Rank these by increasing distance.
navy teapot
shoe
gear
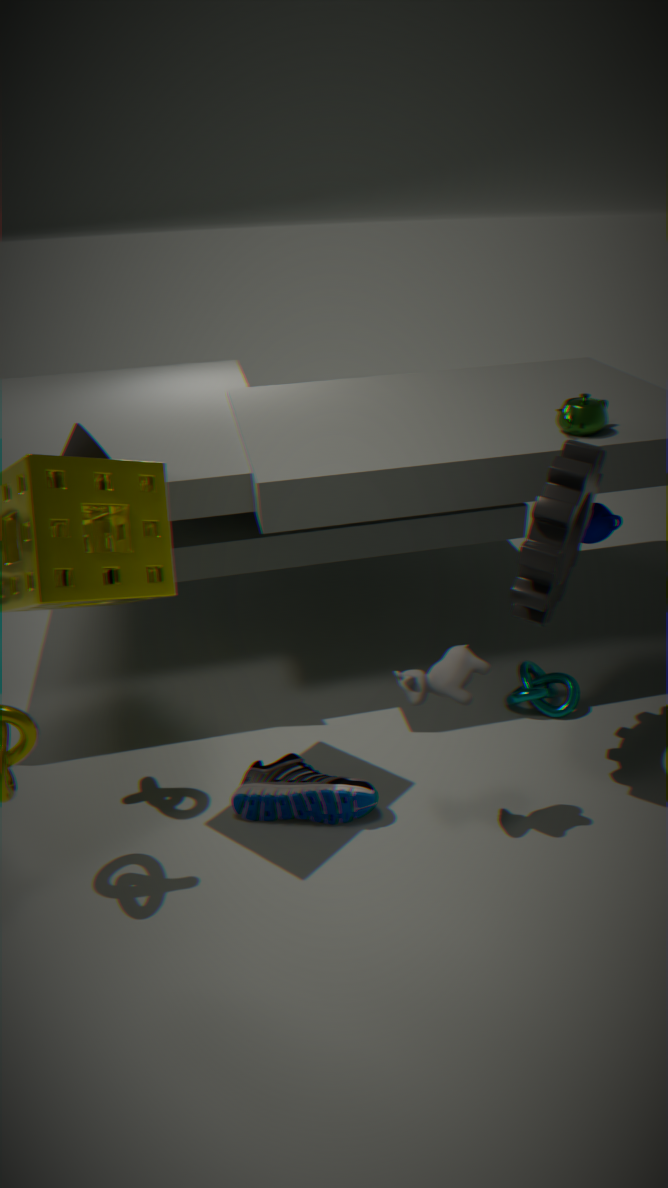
gear
shoe
navy teapot
